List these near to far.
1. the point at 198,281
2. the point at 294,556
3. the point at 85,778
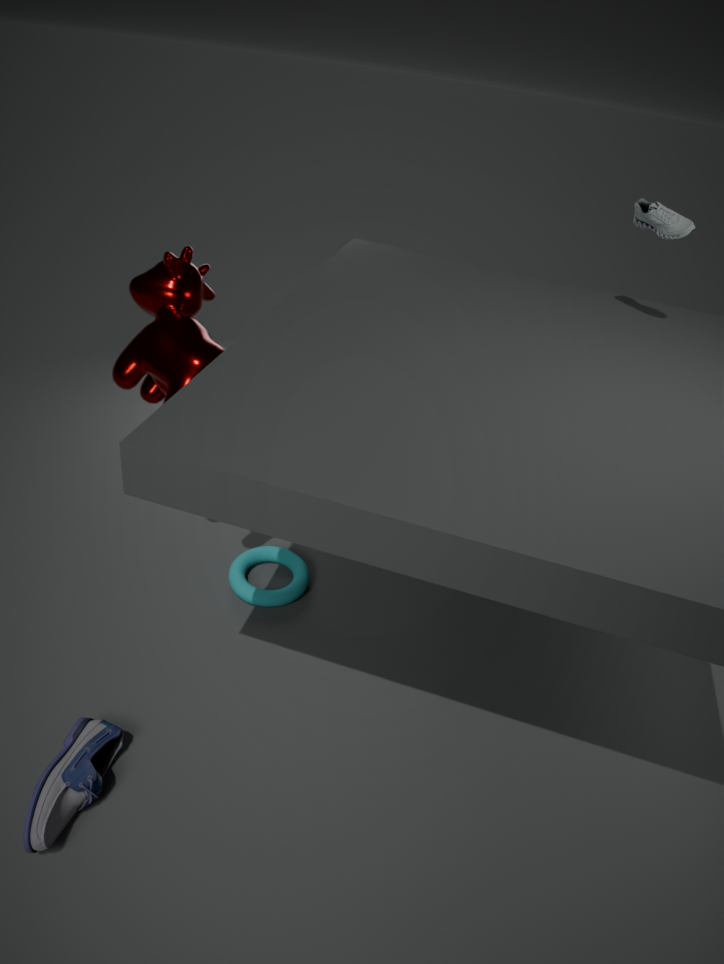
the point at 85,778, the point at 198,281, the point at 294,556
